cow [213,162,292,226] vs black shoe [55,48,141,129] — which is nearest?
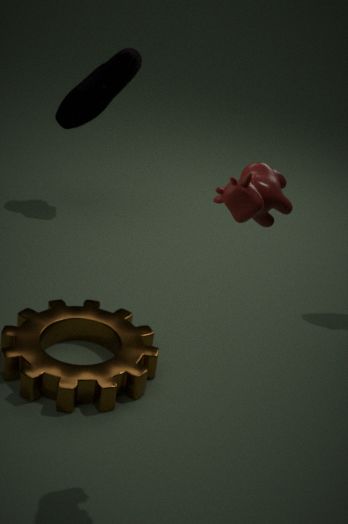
cow [213,162,292,226]
